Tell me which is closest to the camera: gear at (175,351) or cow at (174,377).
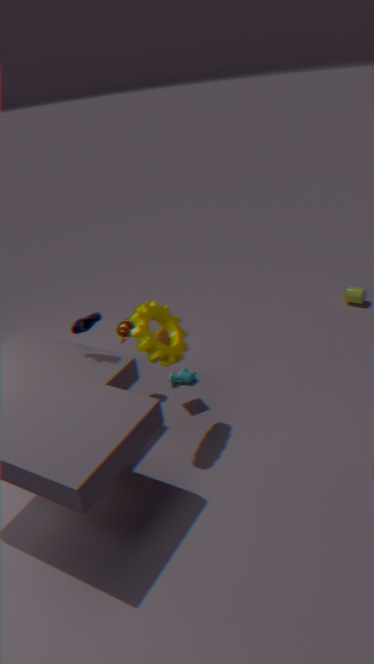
gear at (175,351)
